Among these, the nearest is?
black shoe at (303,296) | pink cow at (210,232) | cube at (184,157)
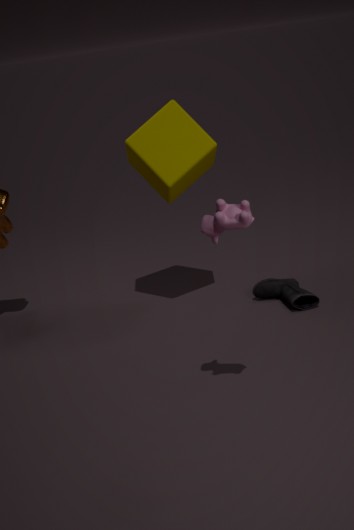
pink cow at (210,232)
